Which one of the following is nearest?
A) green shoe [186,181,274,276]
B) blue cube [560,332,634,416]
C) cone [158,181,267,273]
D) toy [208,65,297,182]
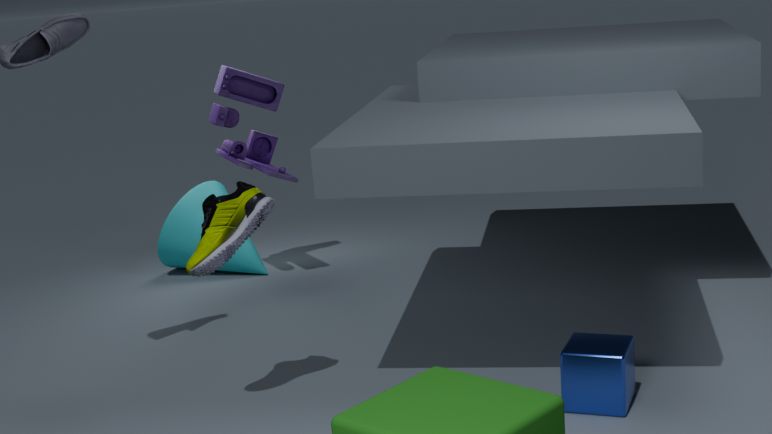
blue cube [560,332,634,416]
